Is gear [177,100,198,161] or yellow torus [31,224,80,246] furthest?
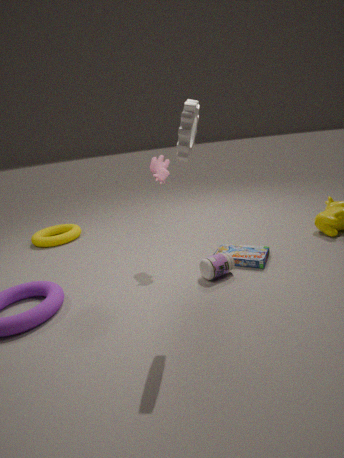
yellow torus [31,224,80,246]
